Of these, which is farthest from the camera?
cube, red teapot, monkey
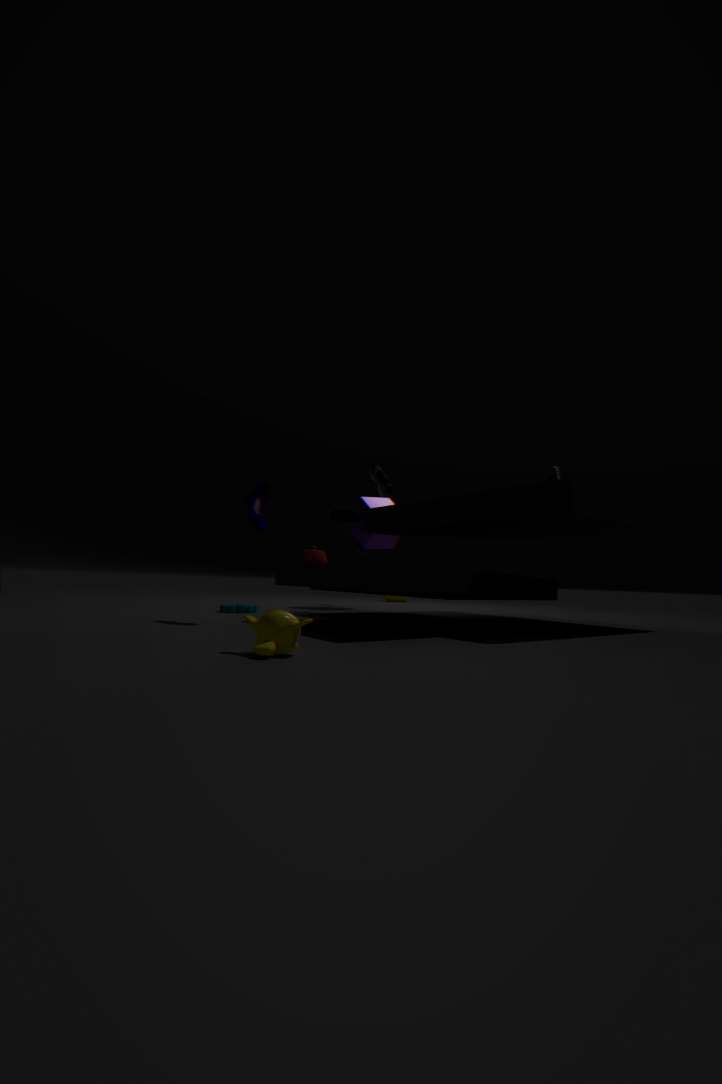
cube
